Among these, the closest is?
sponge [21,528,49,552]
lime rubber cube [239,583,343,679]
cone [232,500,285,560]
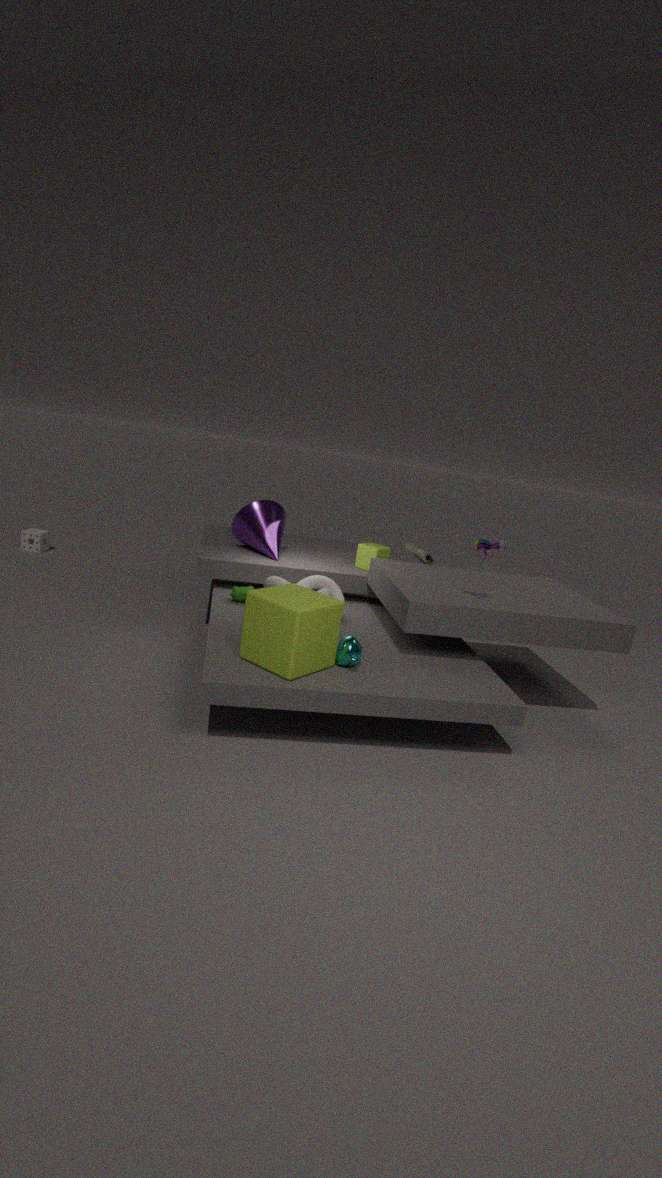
lime rubber cube [239,583,343,679]
